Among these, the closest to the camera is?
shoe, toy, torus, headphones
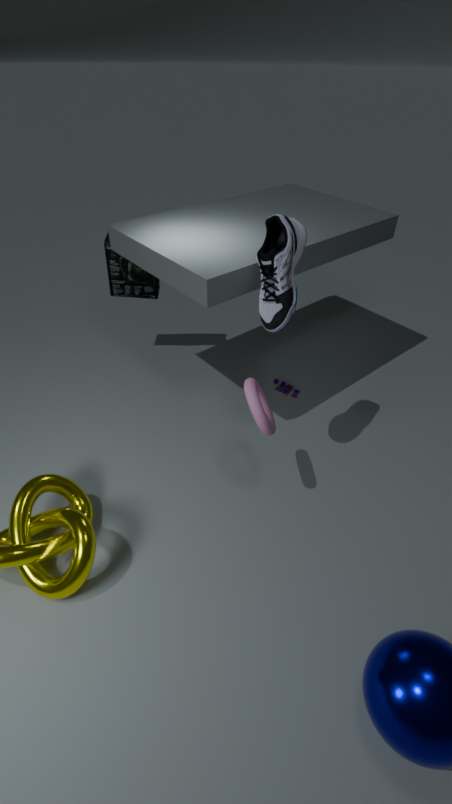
shoe
